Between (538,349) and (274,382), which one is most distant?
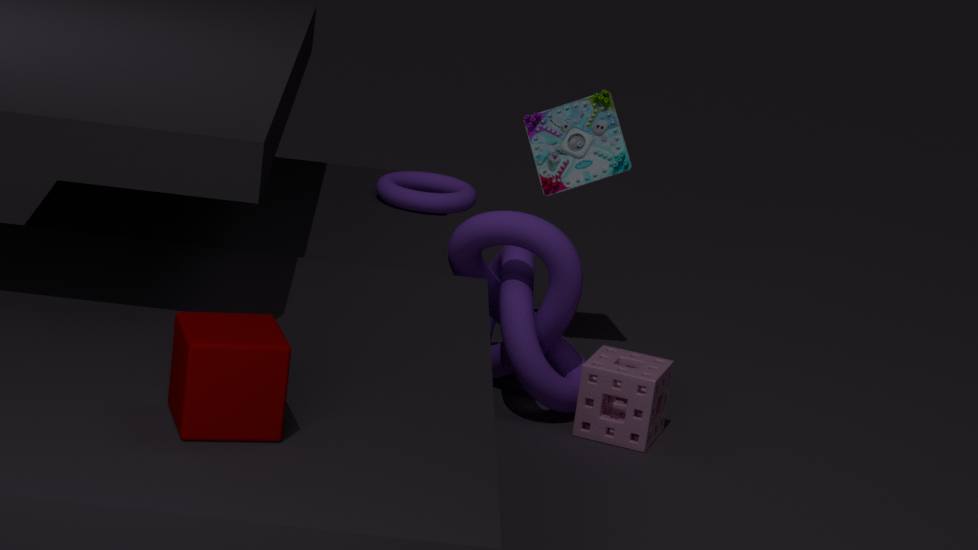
(538,349)
